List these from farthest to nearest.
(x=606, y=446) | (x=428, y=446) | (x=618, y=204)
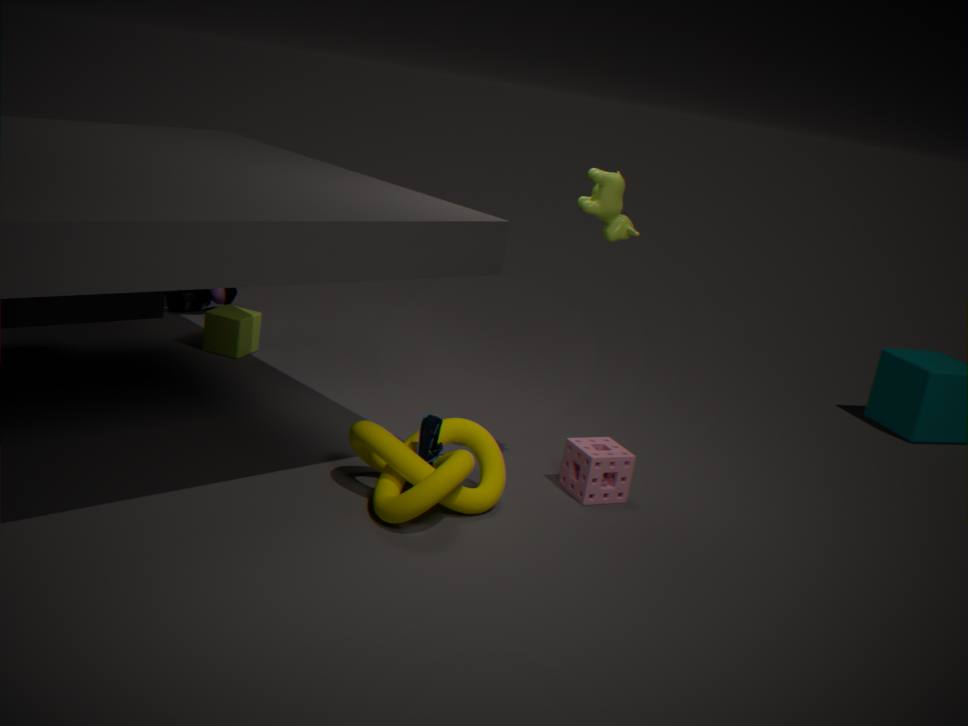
1. (x=606, y=446)
2. (x=618, y=204)
3. (x=428, y=446)
